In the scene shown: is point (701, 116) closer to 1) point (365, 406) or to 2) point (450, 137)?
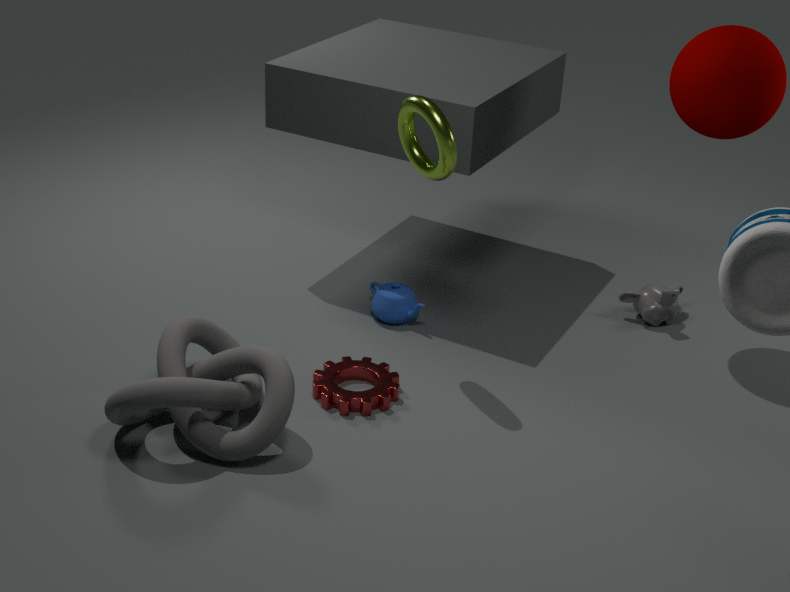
2) point (450, 137)
